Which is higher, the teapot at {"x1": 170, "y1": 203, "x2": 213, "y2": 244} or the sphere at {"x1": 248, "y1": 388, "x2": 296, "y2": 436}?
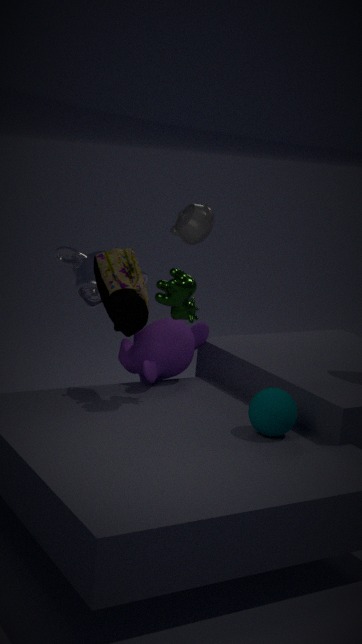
the teapot at {"x1": 170, "y1": 203, "x2": 213, "y2": 244}
